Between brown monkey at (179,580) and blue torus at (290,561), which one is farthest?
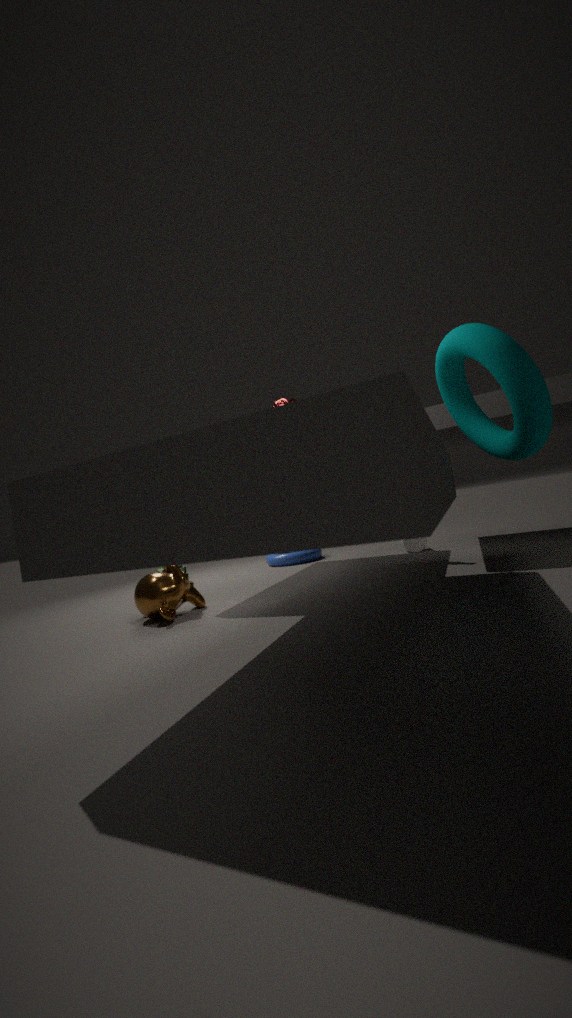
blue torus at (290,561)
